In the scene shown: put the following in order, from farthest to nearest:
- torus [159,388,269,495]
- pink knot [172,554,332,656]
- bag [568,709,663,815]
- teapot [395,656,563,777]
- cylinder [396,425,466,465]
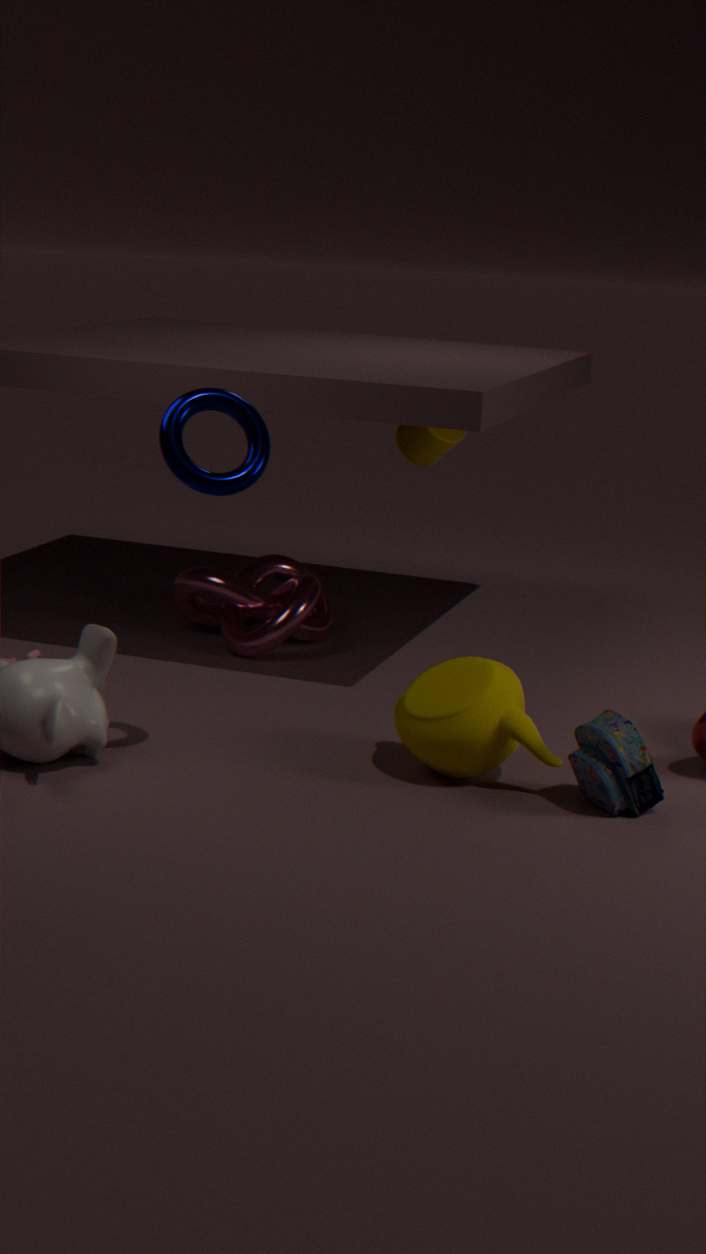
cylinder [396,425,466,465] → pink knot [172,554,332,656] → teapot [395,656,563,777] → bag [568,709,663,815] → torus [159,388,269,495]
